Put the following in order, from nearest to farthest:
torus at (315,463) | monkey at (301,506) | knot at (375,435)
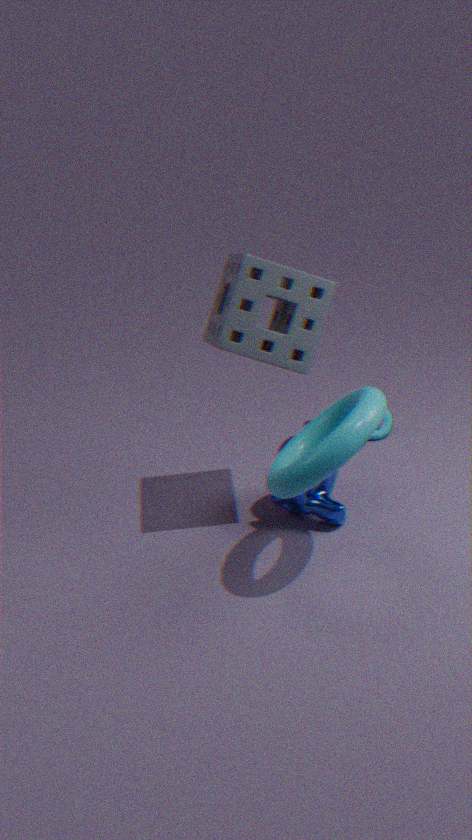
torus at (315,463) → monkey at (301,506) → knot at (375,435)
